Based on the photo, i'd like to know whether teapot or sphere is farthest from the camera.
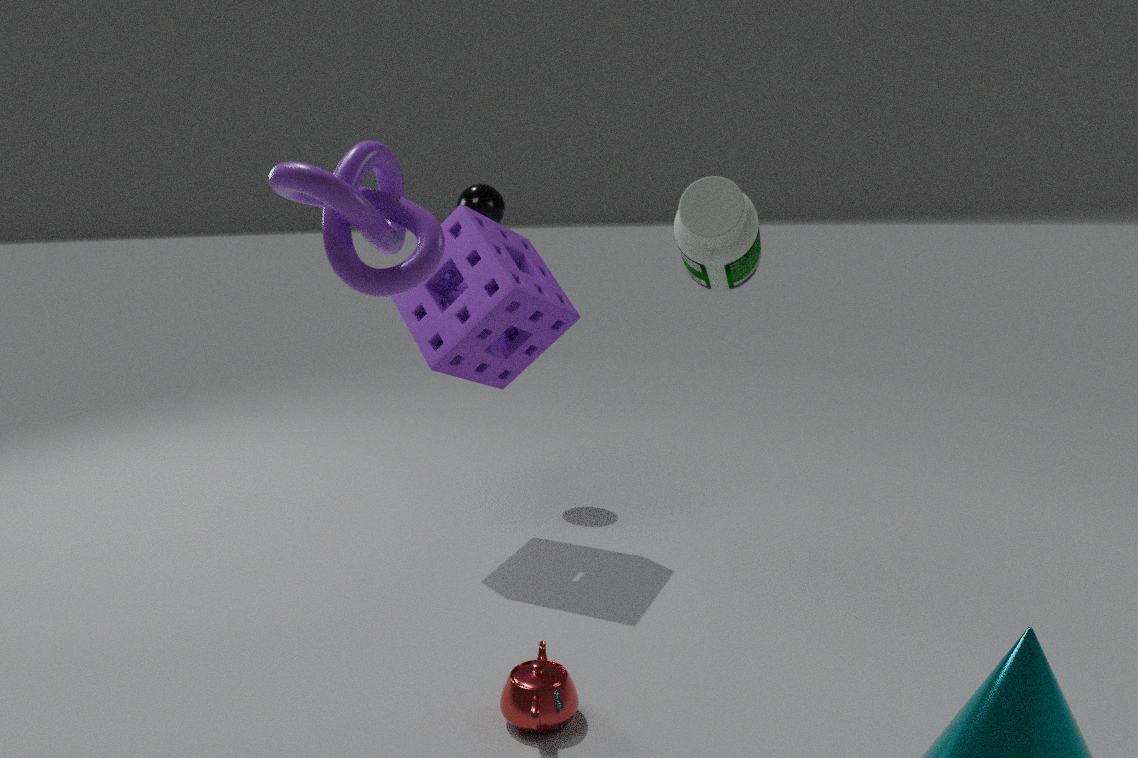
sphere
